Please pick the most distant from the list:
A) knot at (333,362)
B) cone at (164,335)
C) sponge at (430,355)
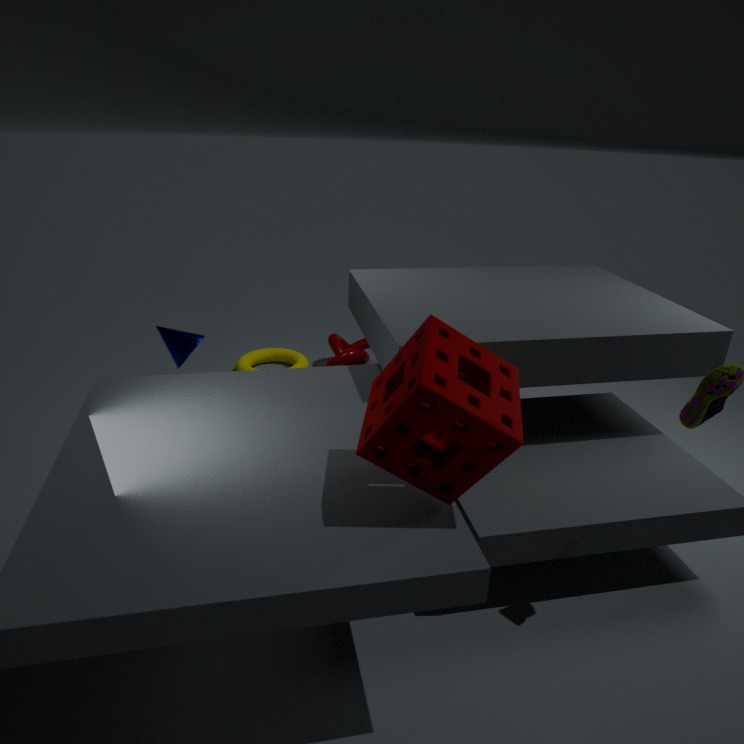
knot at (333,362)
